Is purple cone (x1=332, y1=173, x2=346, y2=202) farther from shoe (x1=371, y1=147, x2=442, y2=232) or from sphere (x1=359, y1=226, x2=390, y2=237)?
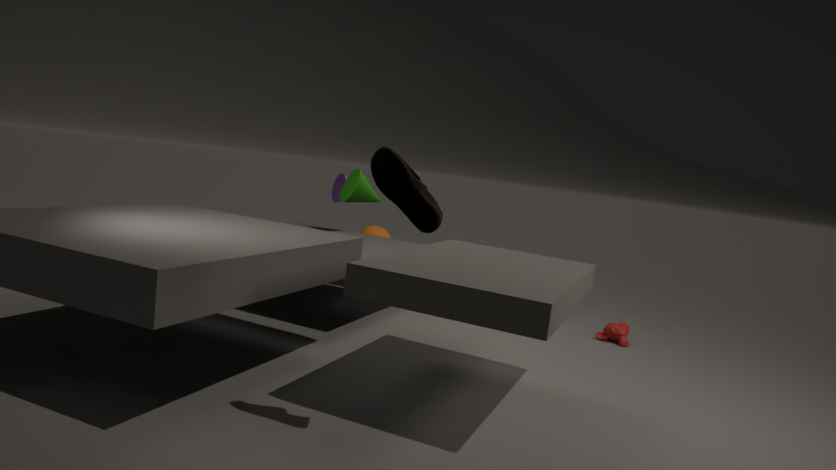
shoe (x1=371, y1=147, x2=442, y2=232)
